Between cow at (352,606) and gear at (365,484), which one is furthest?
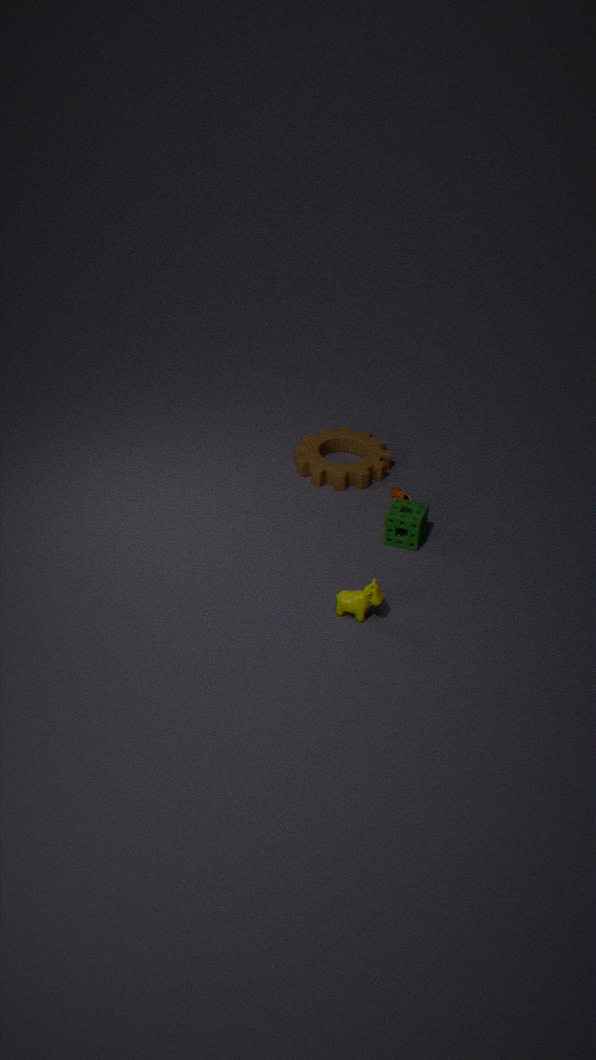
gear at (365,484)
